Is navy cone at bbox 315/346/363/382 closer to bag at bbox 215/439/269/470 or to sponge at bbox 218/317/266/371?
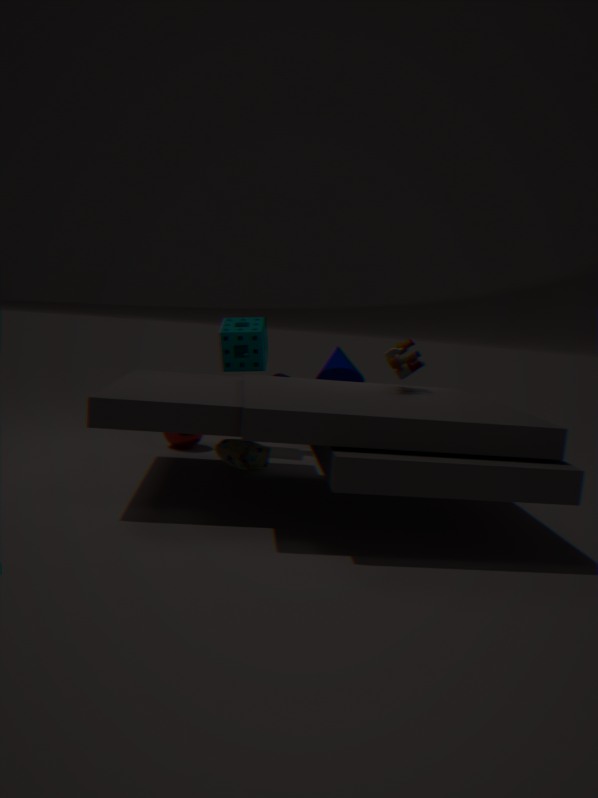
sponge at bbox 218/317/266/371
